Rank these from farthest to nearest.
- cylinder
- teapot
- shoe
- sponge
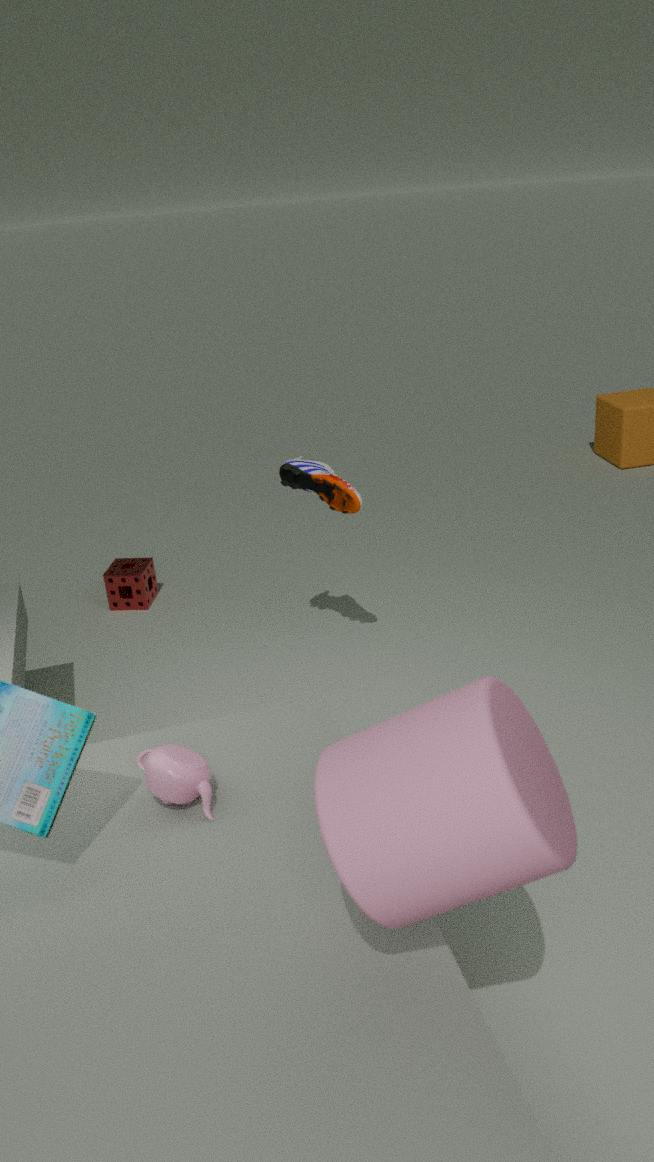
sponge < shoe < teapot < cylinder
